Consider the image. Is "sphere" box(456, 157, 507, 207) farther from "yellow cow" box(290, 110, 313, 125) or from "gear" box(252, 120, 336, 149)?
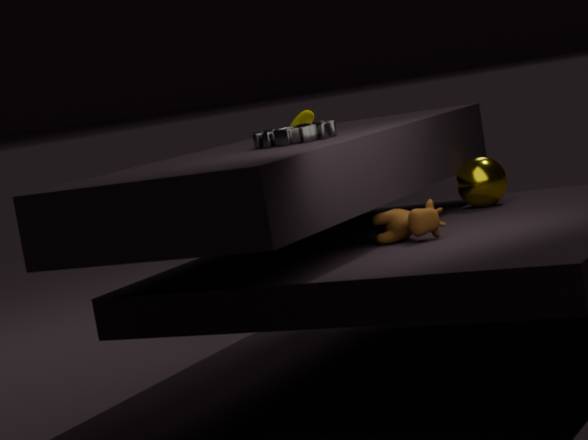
"yellow cow" box(290, 110, 313, 125)
